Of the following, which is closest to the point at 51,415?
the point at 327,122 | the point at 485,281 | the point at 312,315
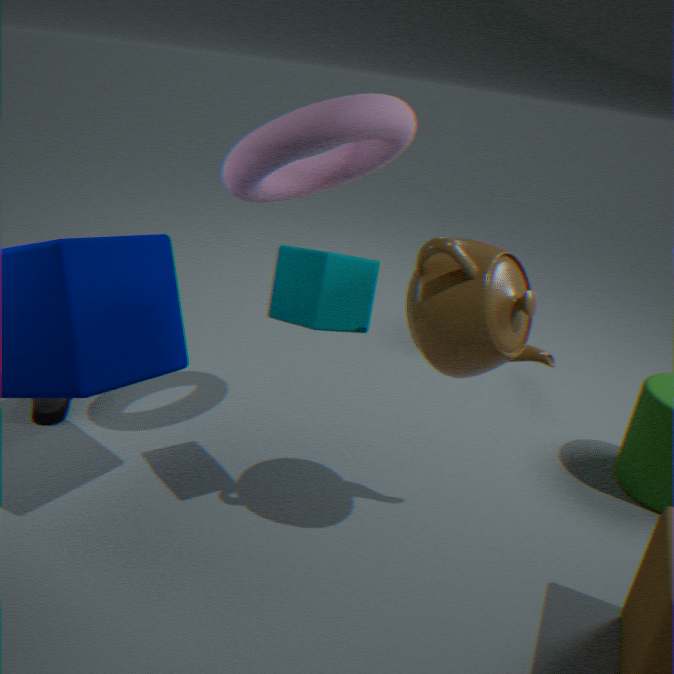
the point at 312,315
